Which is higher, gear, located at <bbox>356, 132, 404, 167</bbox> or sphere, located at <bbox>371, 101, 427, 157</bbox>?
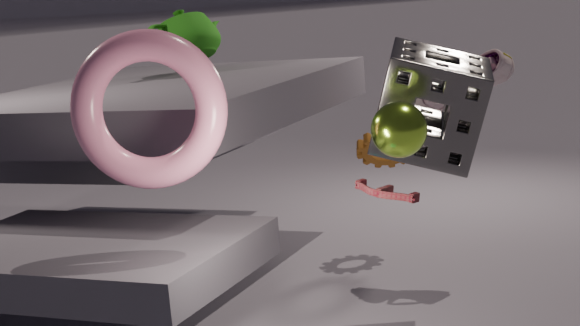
sphere, located at <bbox>371, 101, 427, 157</bbox>
